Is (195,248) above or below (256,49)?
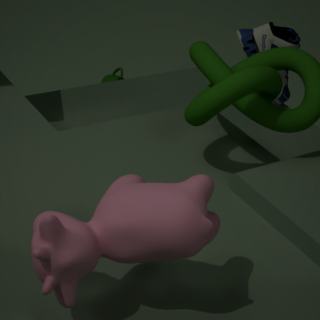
above
